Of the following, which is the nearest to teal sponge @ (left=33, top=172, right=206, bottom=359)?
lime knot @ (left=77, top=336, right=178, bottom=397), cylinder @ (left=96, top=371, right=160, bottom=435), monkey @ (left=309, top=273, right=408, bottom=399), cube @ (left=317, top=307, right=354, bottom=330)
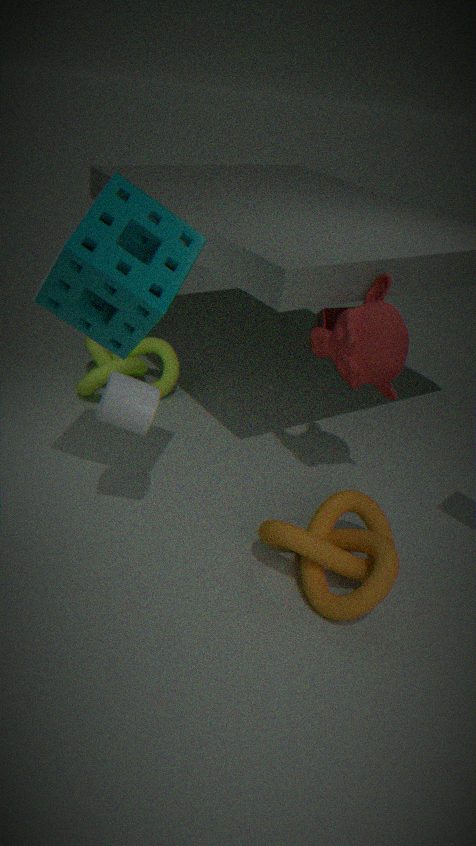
cylinder @ (left=96, top=371, right=160, bottom=435)
